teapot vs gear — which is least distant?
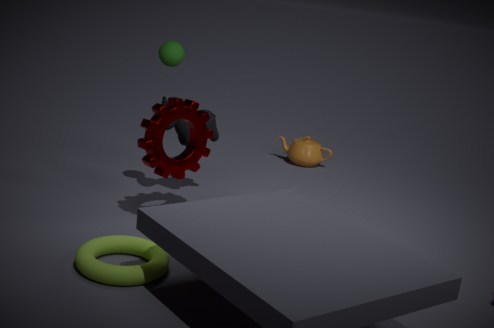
gear
